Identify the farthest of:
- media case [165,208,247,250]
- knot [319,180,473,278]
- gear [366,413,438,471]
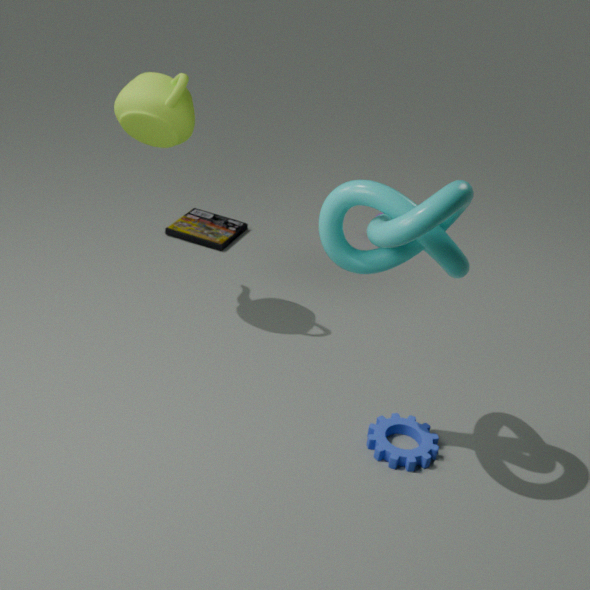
media case [165,208,247,250]
